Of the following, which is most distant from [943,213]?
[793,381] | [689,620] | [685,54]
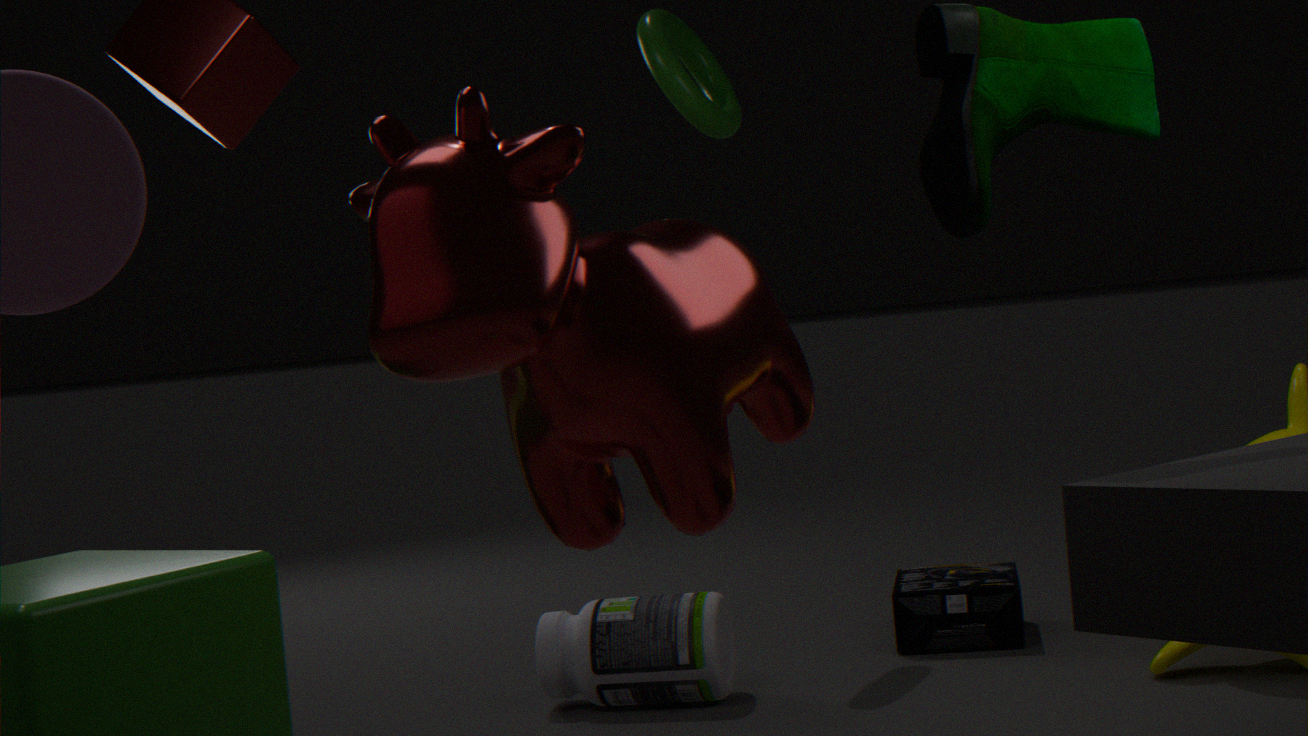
[685,54]
